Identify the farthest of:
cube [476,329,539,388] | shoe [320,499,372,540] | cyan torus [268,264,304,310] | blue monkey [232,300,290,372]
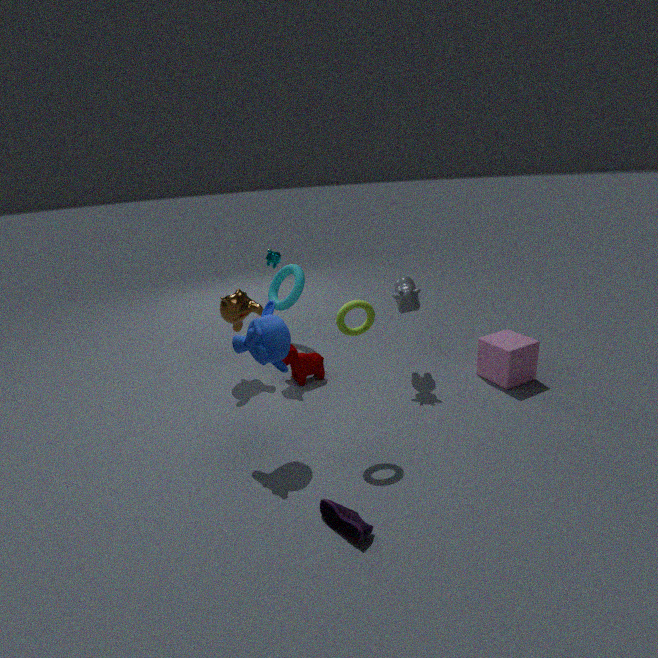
cyan torus [268,264,304,310]
